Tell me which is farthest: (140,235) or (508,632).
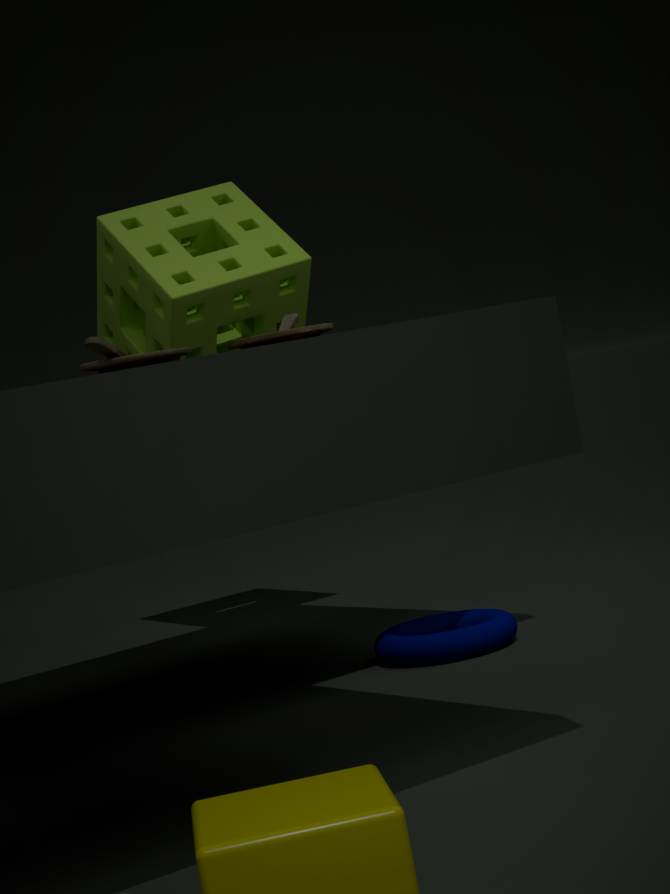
(140,235)
